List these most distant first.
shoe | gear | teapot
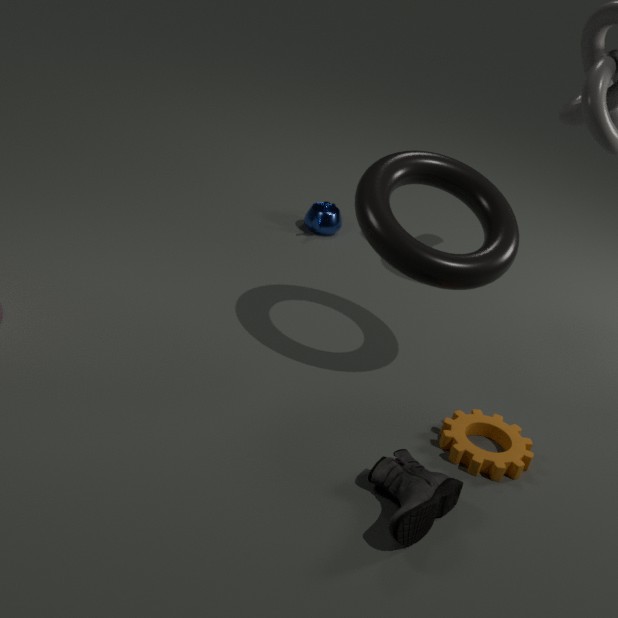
teapot → gear → shoe
